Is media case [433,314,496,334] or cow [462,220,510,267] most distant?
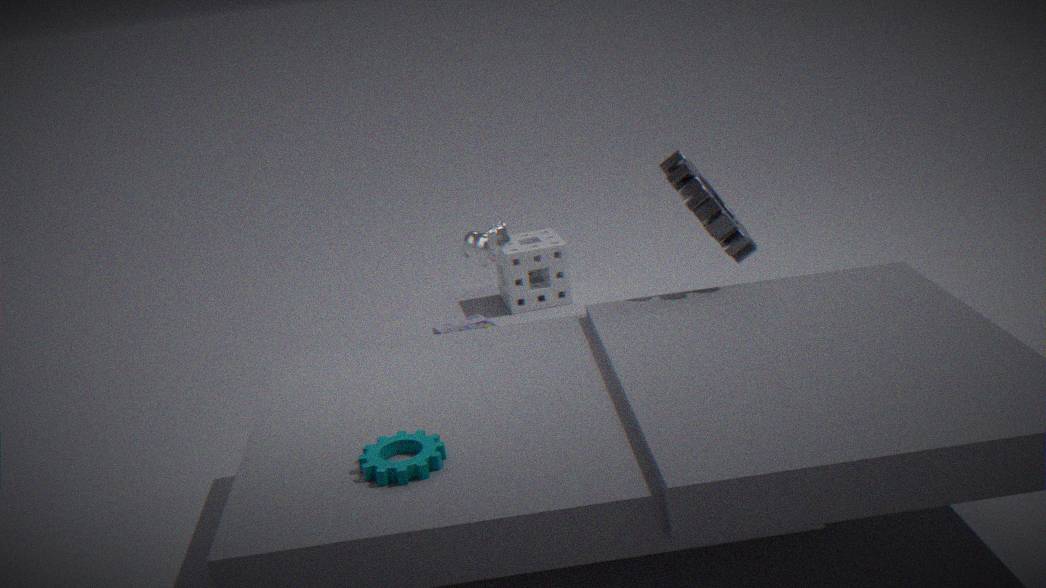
media case [433,314,496,334]
